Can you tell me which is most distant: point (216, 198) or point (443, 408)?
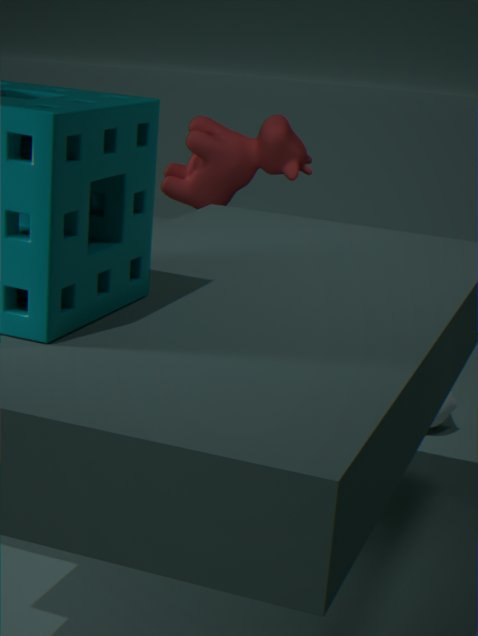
point (216, 198)
